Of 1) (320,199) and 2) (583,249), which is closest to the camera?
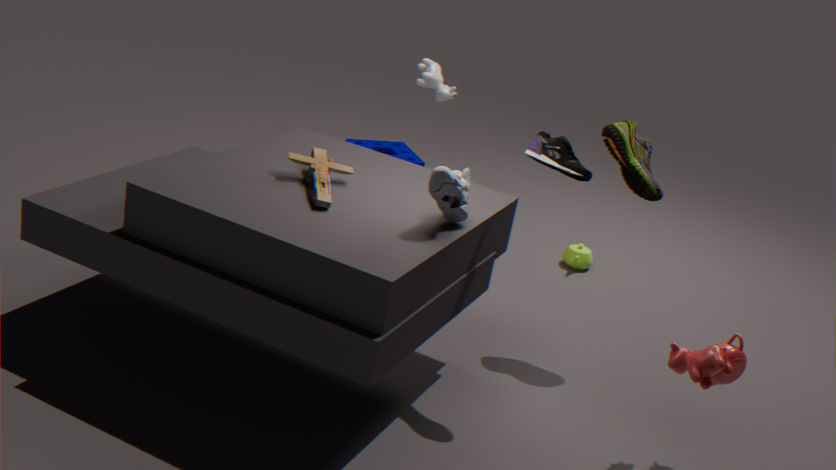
1. (320,199)
